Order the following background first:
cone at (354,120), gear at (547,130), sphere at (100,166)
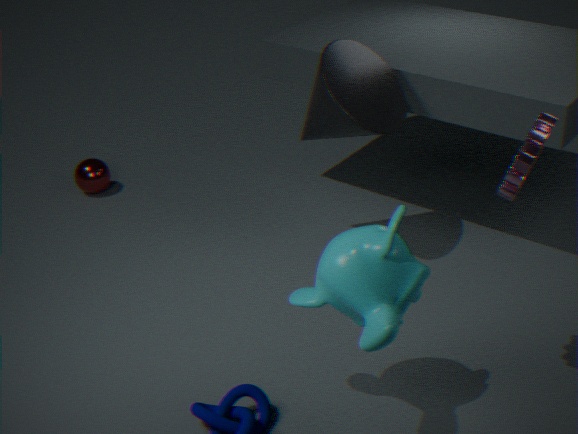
1. sphere at (100,166)
2. cone at (354,120)
3. gear at (547,130)
